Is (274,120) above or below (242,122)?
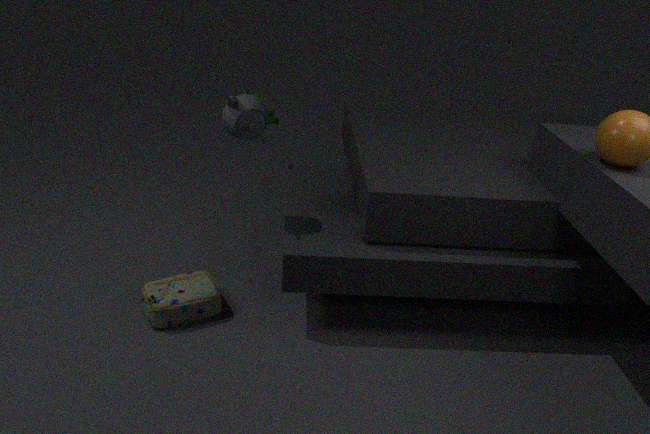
below
